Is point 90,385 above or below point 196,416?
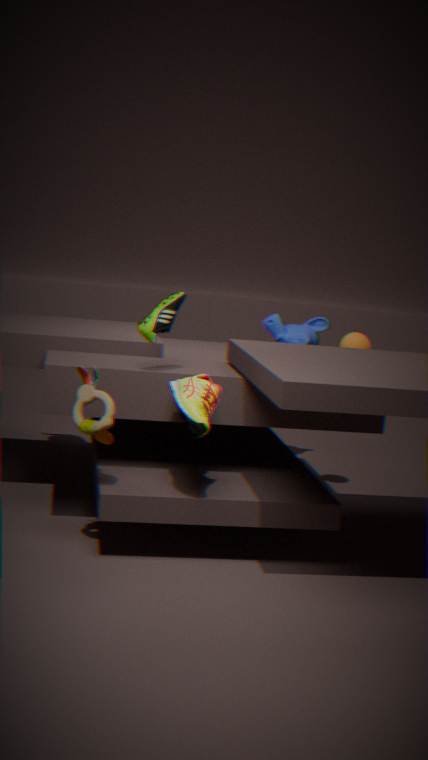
below
